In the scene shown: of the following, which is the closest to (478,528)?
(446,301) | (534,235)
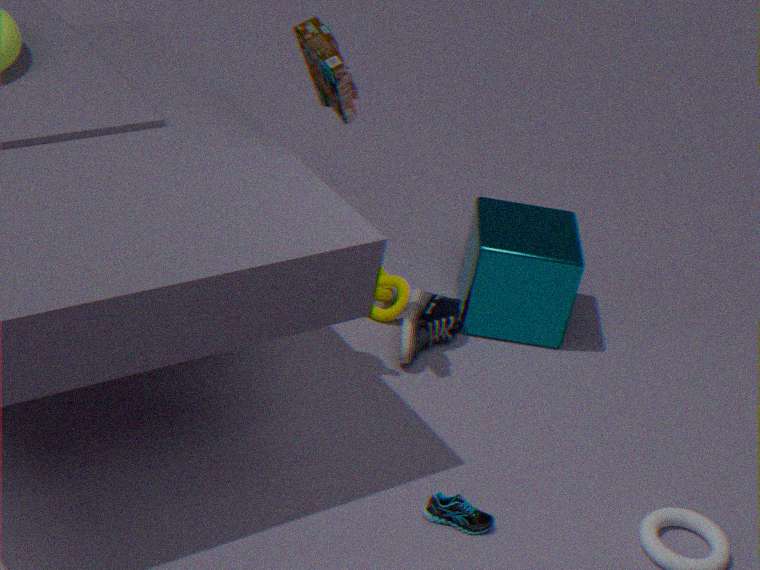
(446,301)
